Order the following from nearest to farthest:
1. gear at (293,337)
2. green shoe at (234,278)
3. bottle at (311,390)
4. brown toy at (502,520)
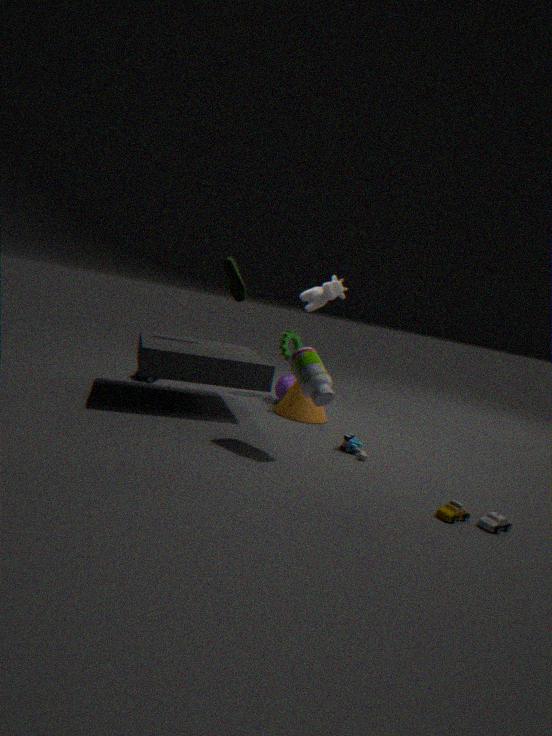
brown toy at (502,520), bottle at (311,390), green shoe at (234,278), gear at (293,337)
